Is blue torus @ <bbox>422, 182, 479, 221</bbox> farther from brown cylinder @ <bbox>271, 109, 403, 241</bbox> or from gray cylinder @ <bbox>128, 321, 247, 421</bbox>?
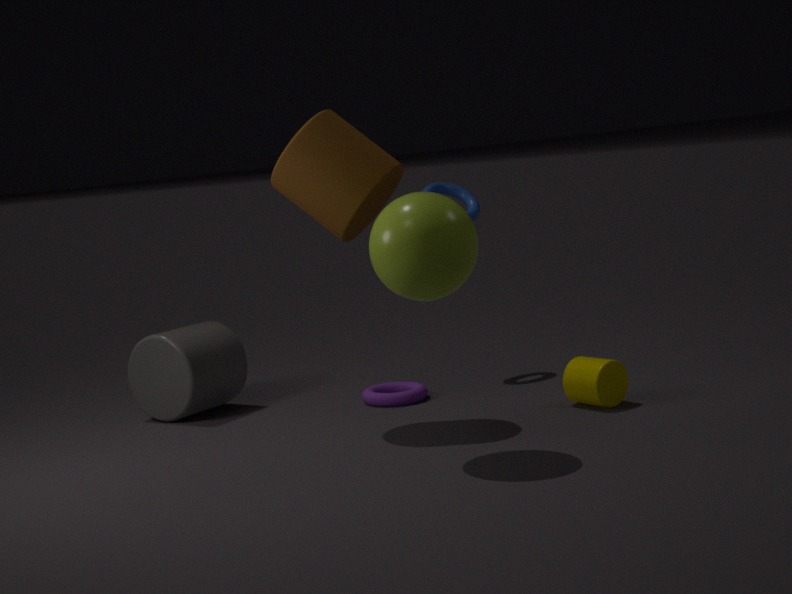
gray cylinder @ <bbox>128, 321, 247, 421</bbox>
